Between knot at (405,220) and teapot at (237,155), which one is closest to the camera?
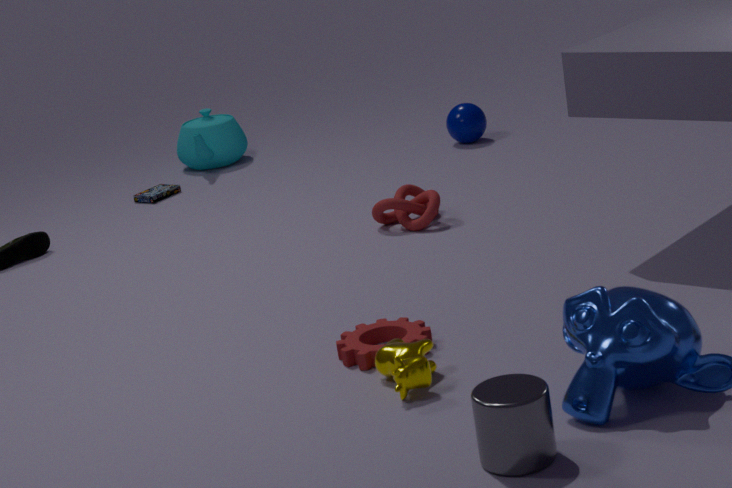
knot at (405,220)
